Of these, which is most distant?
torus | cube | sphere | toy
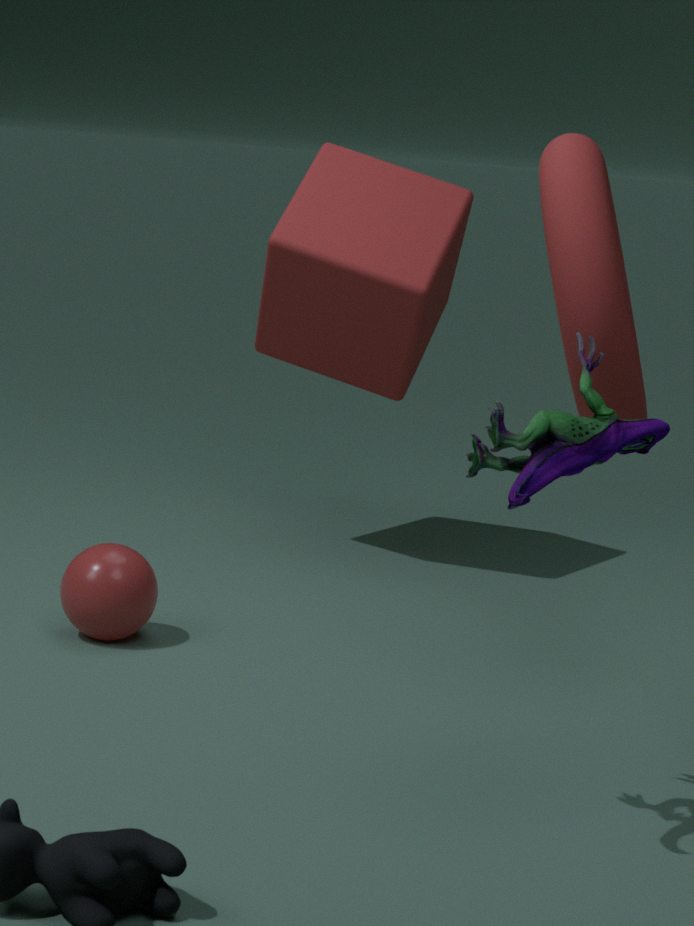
cube
